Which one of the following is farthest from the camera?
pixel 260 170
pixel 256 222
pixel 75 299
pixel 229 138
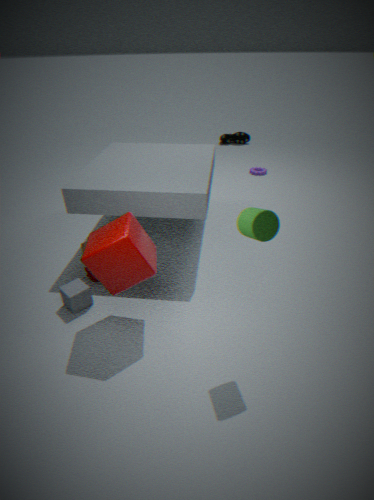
pixel 229 138
